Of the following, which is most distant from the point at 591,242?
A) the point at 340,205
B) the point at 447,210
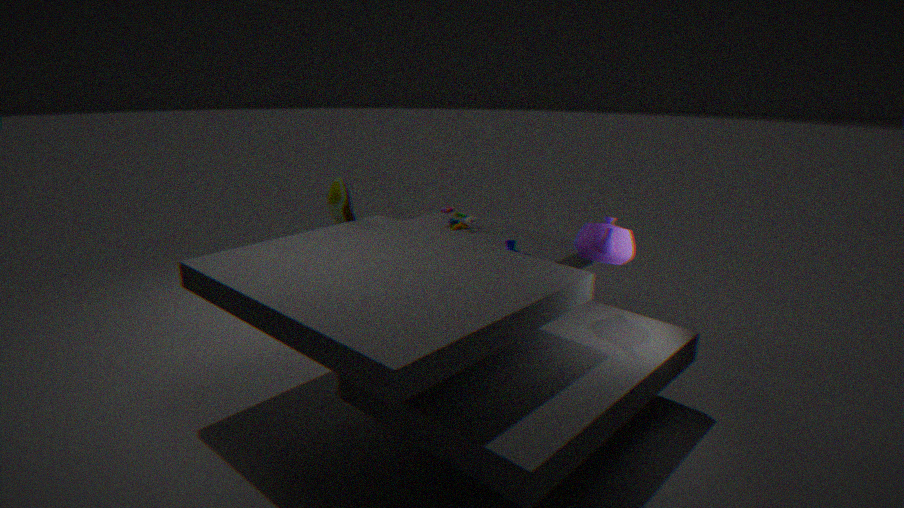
the point at 340,205
